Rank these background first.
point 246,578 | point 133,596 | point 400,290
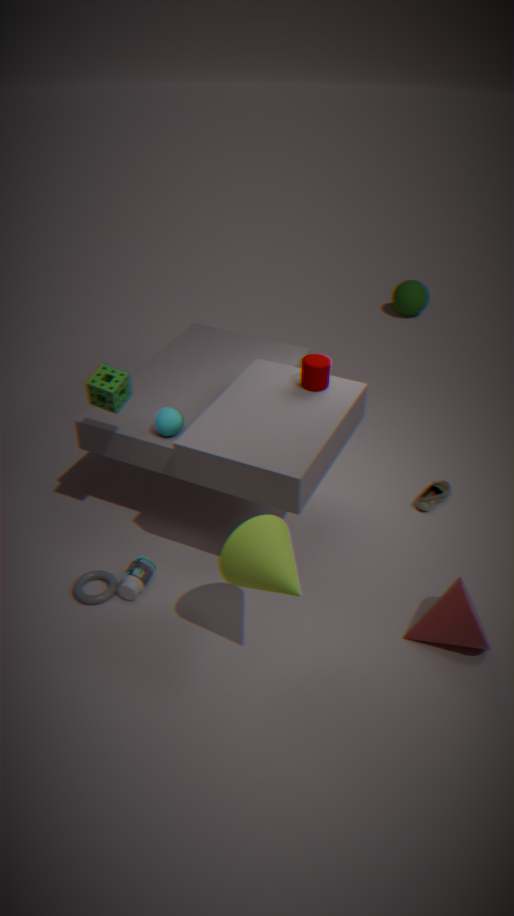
point 400,290 → point 133,596 → point 246,578
